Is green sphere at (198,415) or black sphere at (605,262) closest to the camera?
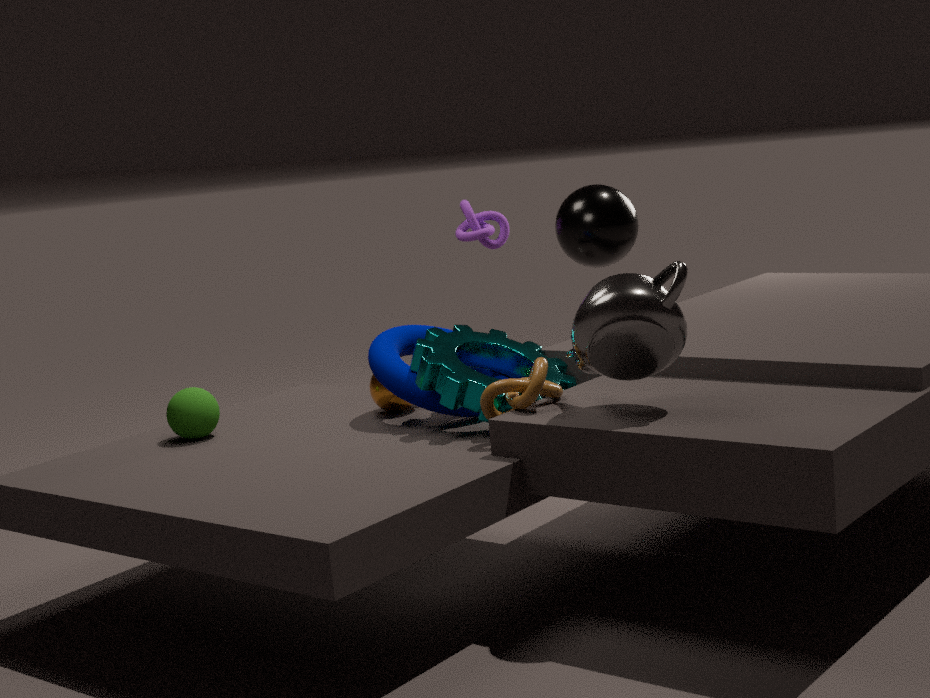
green sphere at (198,415)
